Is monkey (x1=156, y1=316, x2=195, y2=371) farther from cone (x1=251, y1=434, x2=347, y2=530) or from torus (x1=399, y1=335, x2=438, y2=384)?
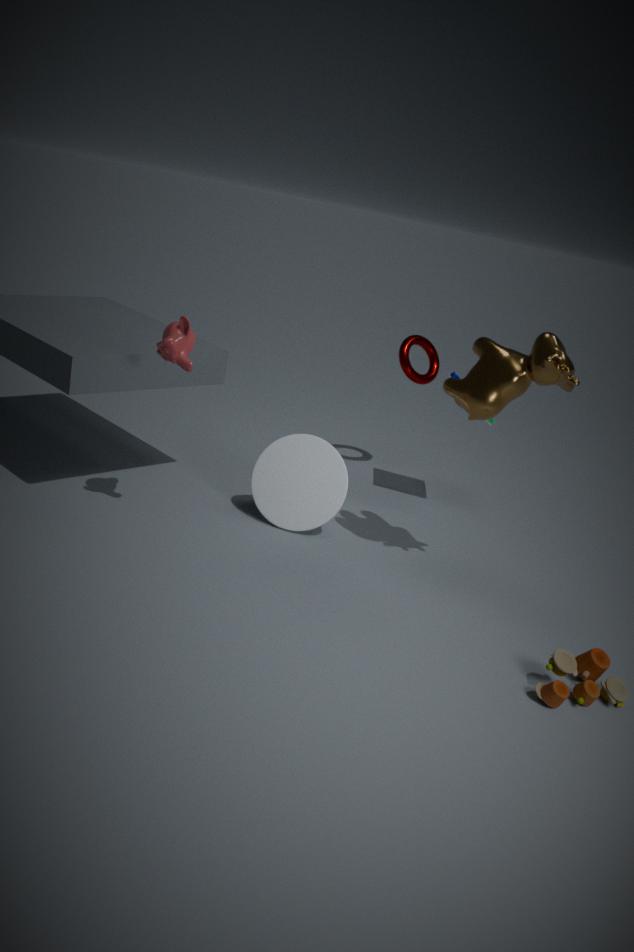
torus (x1=399, y1=335, x2=438, y2=384)
